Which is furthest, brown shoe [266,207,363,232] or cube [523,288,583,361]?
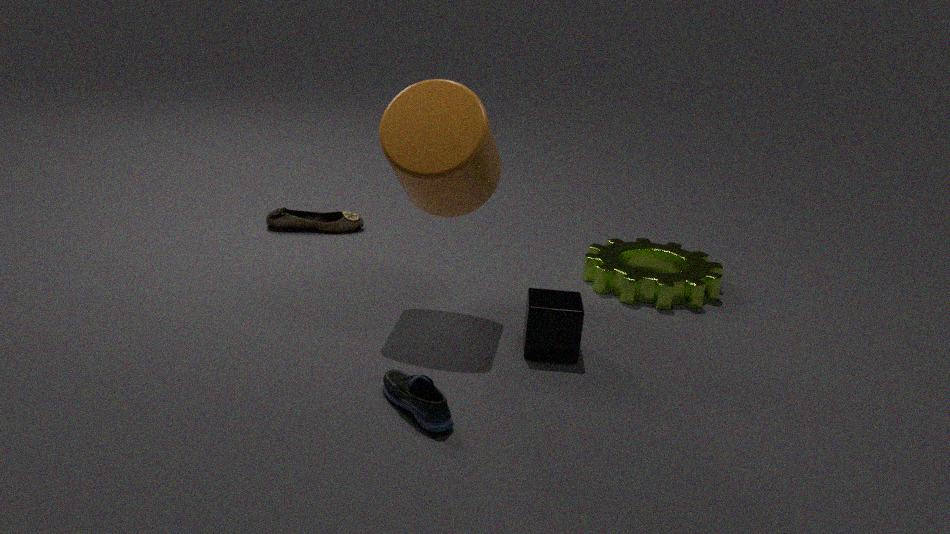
brown shoe [266,207,363,232]
